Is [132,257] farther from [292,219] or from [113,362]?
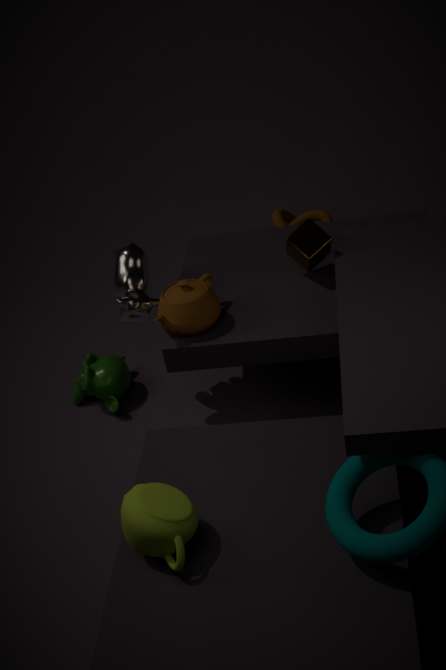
[292,219]
